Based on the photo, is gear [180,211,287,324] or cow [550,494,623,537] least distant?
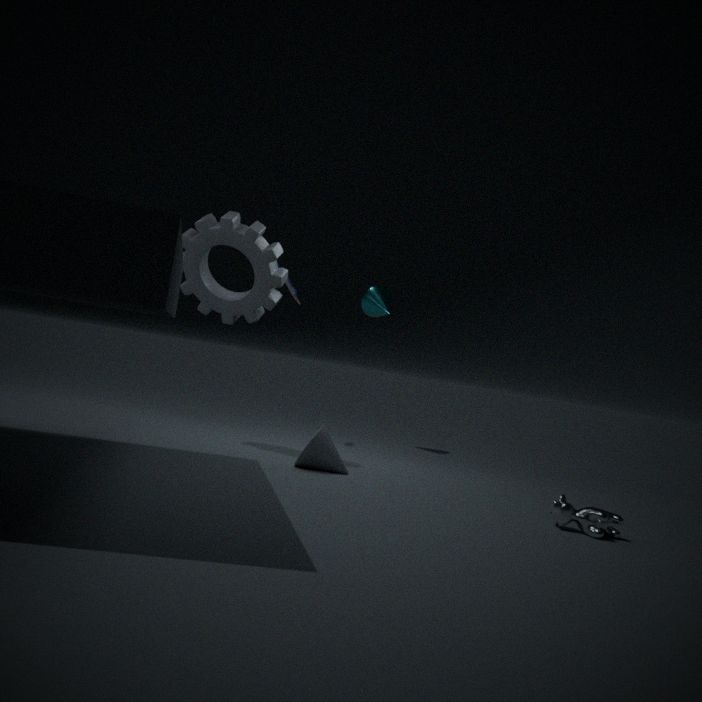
cow [550,494,623,537]
